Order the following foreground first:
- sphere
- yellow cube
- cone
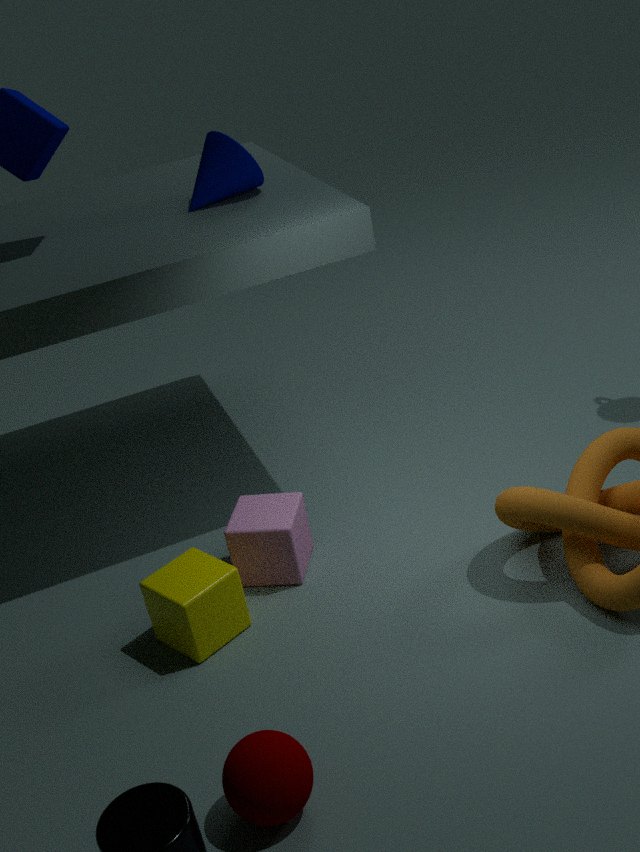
sphere < yellow cube < cone
